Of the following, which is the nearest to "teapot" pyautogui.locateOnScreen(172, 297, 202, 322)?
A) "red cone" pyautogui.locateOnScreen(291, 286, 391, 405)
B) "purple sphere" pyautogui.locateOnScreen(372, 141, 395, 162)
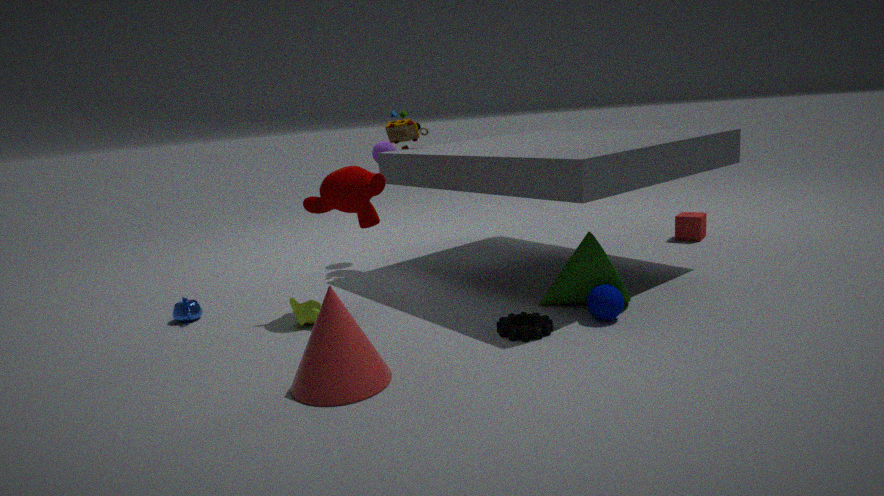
"red cone" pyautogui.locateOnScreen(291, 286, 391, 405)
